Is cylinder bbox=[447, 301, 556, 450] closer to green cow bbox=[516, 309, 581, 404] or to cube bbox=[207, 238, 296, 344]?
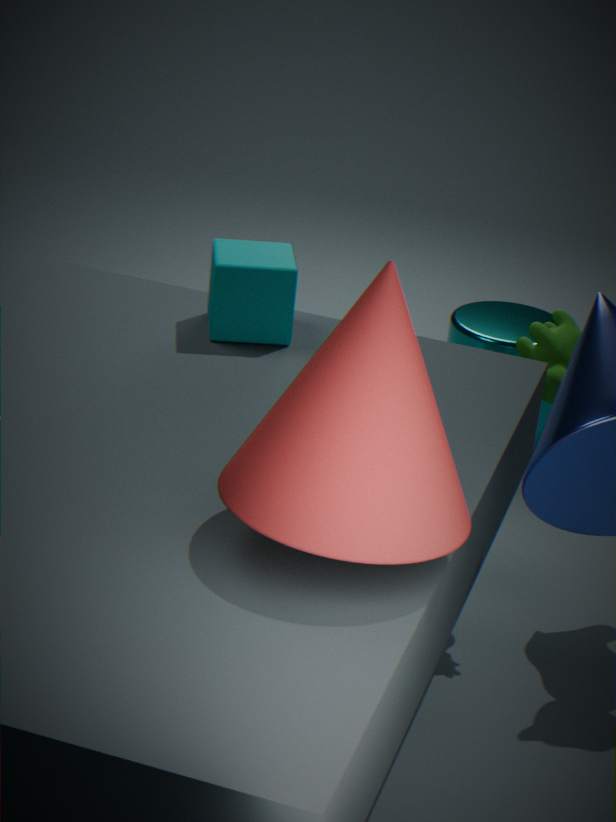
green cow bbox=[516, 309, 581, 404]
